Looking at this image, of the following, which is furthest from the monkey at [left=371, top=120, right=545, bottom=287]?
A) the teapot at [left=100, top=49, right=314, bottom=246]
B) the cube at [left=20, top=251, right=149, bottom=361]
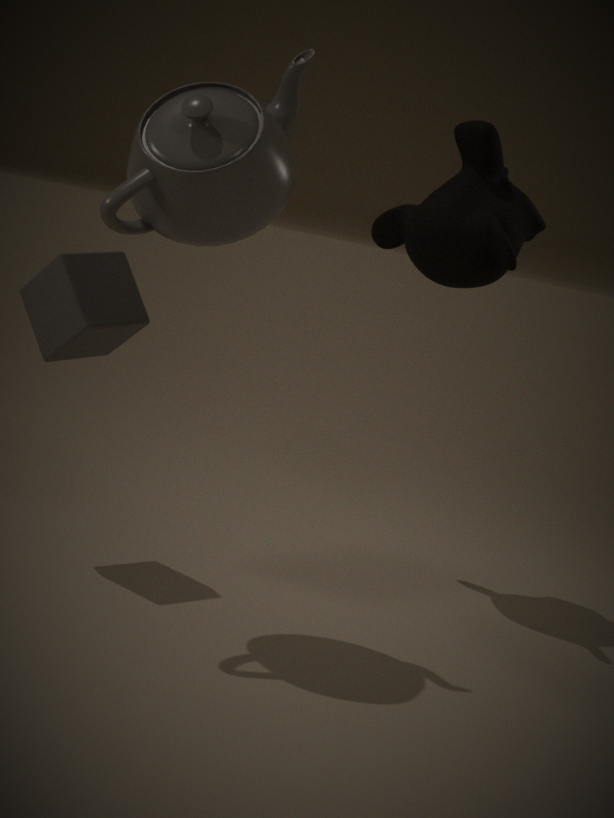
the cube at [left=20, top=251, right=149, bottom=361]
